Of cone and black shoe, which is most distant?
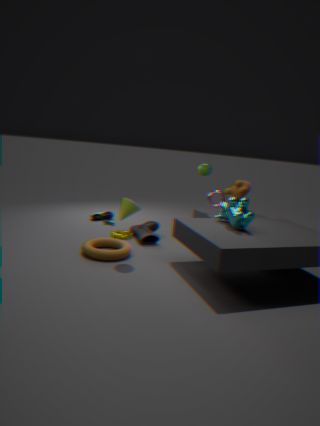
black shoe
